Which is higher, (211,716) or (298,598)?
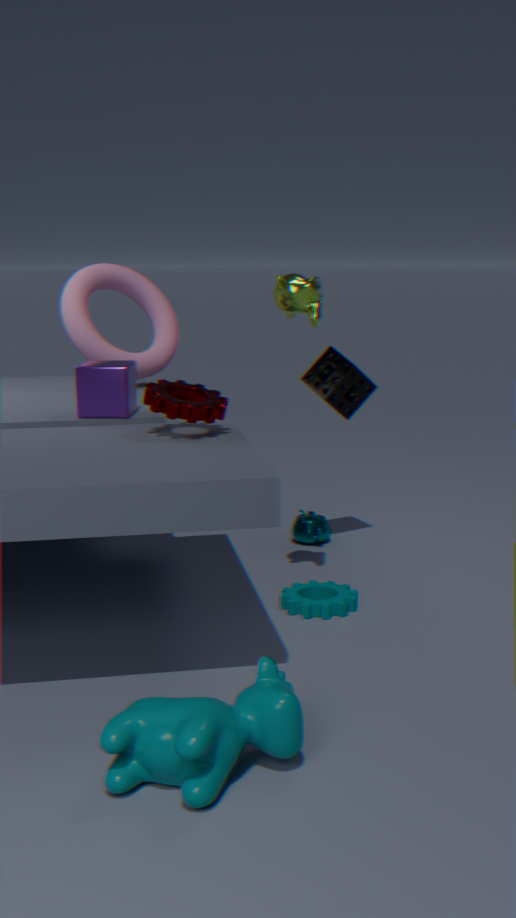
(211,716)
